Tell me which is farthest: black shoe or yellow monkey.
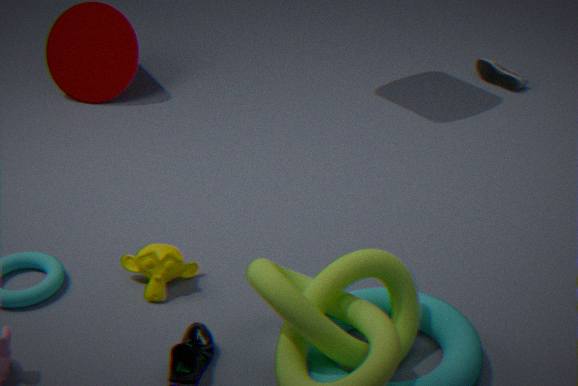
black shoe
